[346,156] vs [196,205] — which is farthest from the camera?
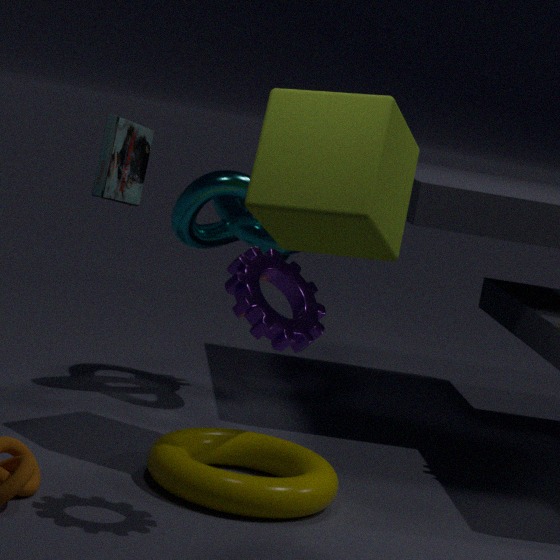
[196,205]
